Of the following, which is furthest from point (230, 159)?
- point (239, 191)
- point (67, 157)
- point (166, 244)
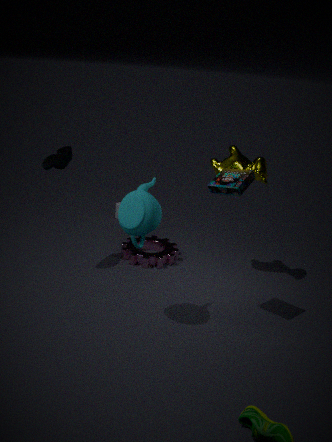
point (67, 157)
